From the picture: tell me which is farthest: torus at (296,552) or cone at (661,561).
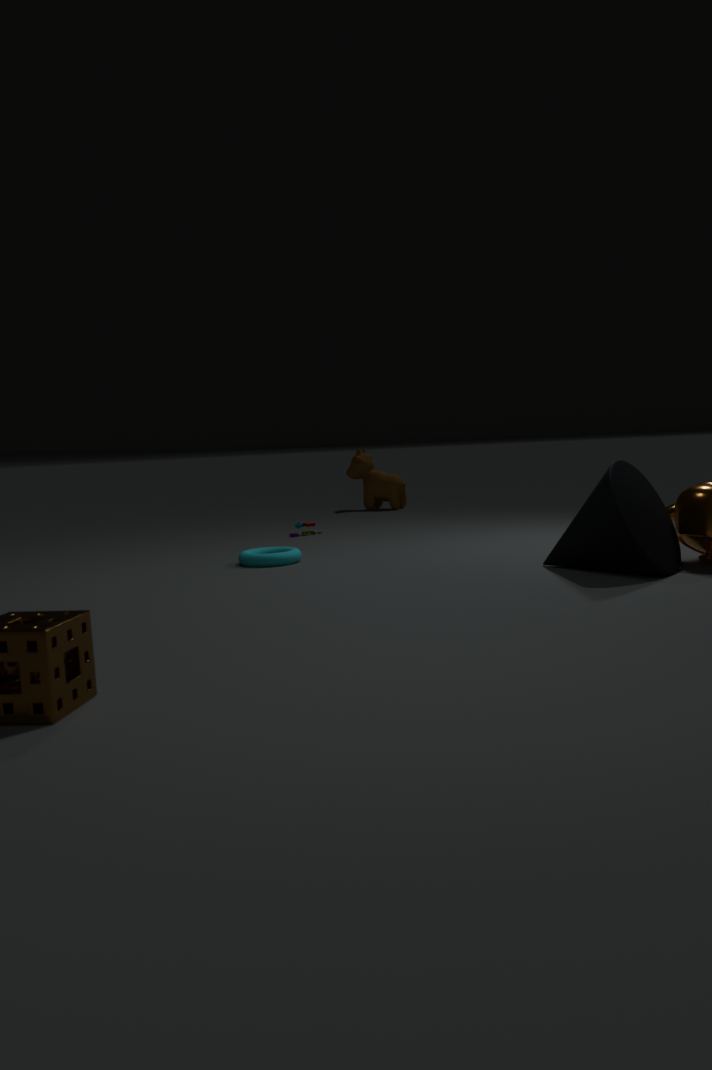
torus at (296,552)
